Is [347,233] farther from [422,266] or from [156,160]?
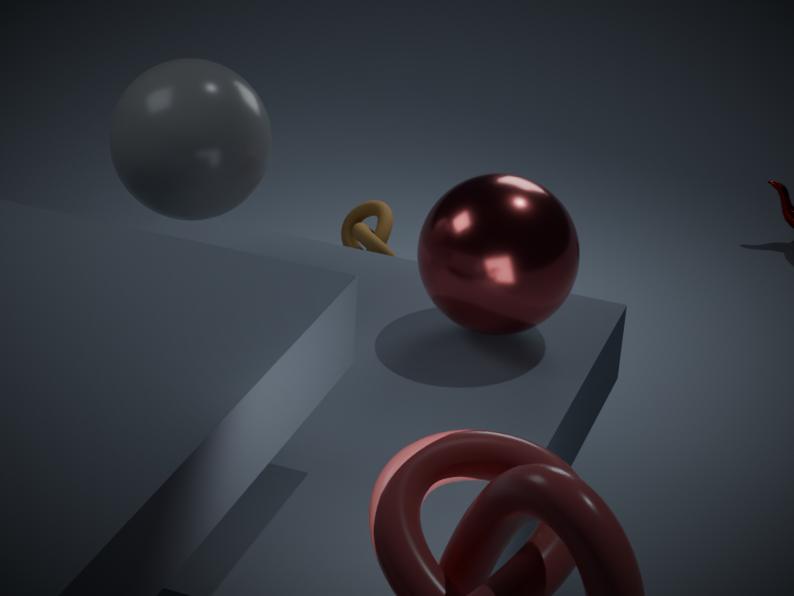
[156,160]
